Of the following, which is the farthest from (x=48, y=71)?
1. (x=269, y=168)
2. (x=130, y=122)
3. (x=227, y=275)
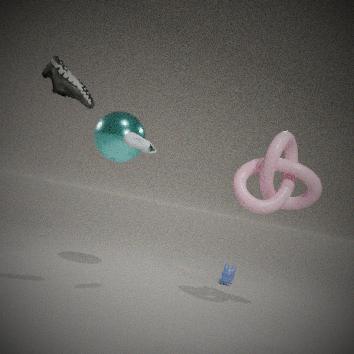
(x=227, y=275)
